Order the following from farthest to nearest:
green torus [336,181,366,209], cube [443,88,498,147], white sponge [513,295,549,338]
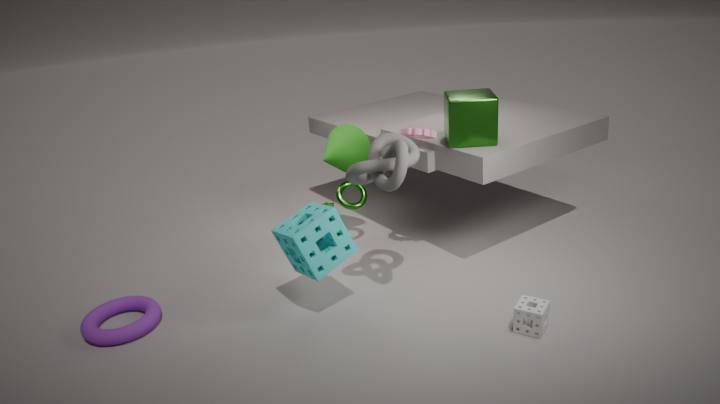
green torus [336,181,366,209], cube [443,88,498,147], white sponge [513,295,549,338]
